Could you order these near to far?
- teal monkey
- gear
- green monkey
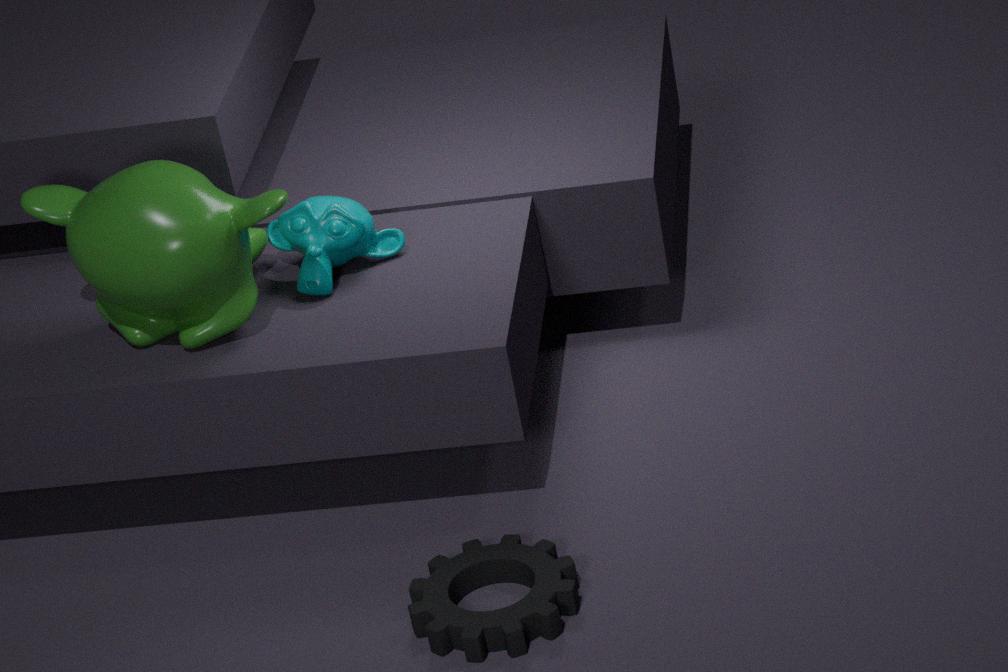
gear, green monkey, teal monkey
